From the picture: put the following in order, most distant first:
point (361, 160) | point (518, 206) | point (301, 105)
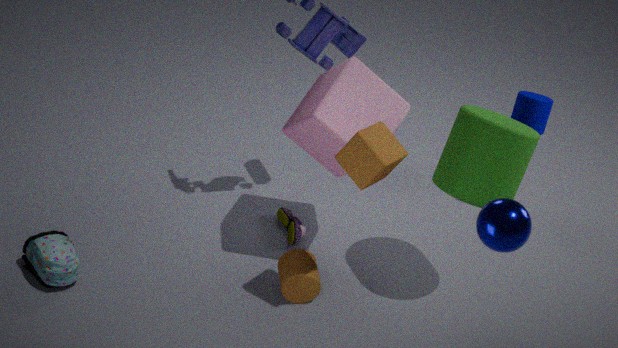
point (301, 105), point (361, 160), point (518, 206)
